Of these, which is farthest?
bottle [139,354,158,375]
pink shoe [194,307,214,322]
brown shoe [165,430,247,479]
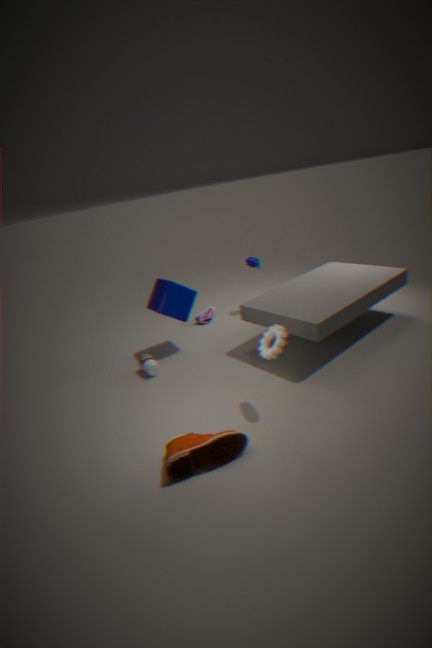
pink shoe [194,307,214,322]
